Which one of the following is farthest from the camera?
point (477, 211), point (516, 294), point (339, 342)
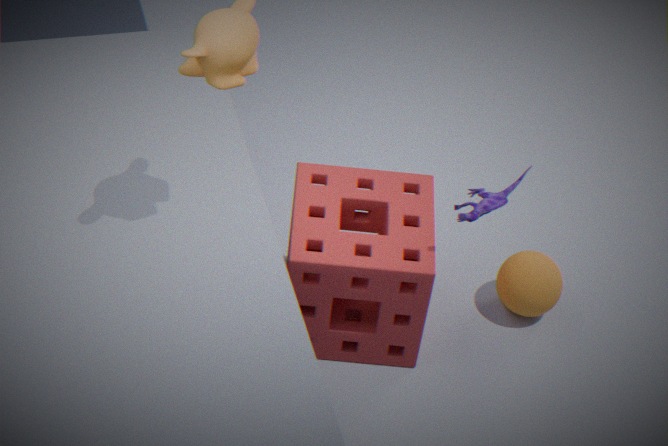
point (516, 294)
